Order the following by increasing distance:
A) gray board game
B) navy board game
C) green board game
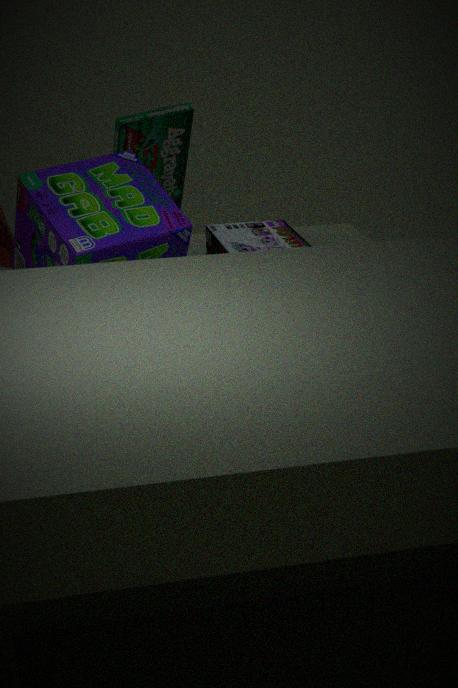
1. navy board game
2. green board game
3. gray board game
